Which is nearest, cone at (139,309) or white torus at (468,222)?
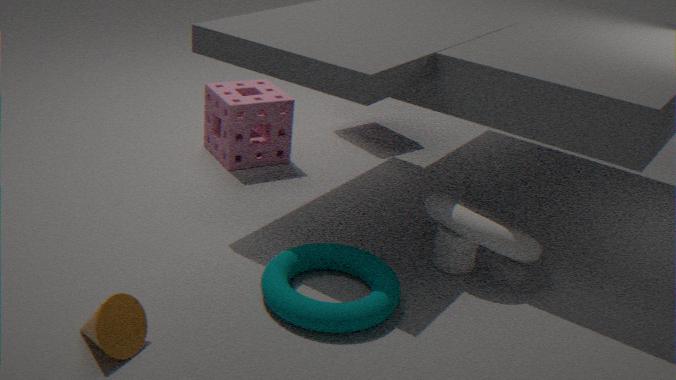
cone at (139,309)
